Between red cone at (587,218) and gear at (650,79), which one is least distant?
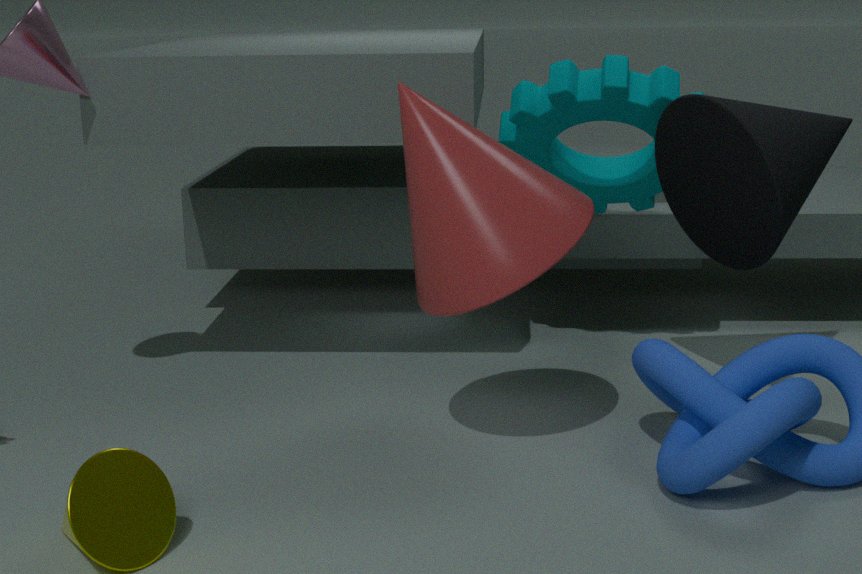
red cone at (587,218)
